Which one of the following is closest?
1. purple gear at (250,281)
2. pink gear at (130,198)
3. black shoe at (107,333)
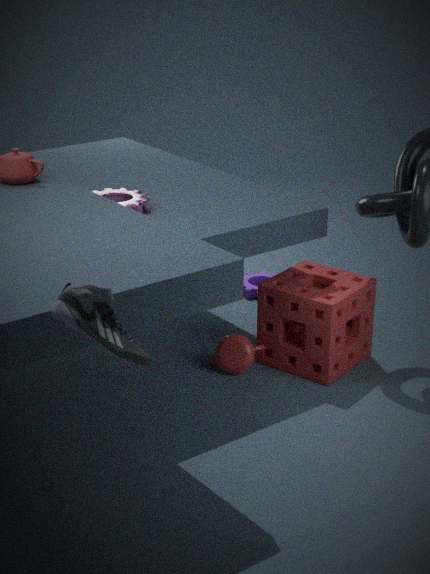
black shoe at (107,333)
